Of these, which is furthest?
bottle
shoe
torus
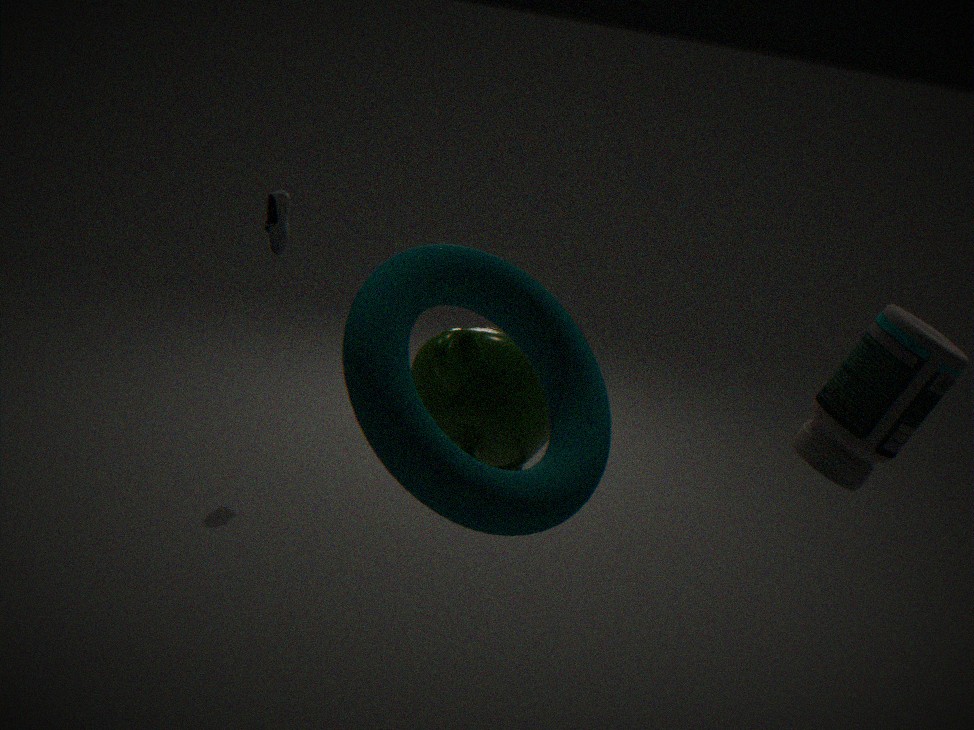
shoe
